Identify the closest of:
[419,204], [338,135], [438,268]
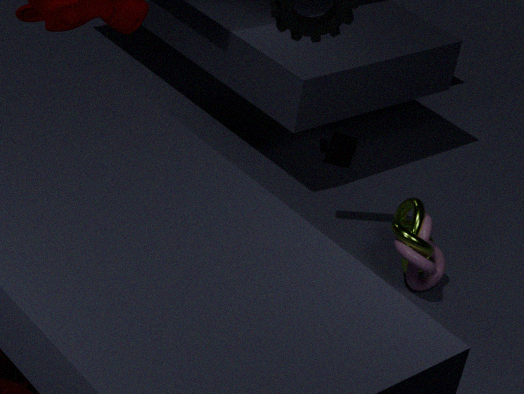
[419,204]
